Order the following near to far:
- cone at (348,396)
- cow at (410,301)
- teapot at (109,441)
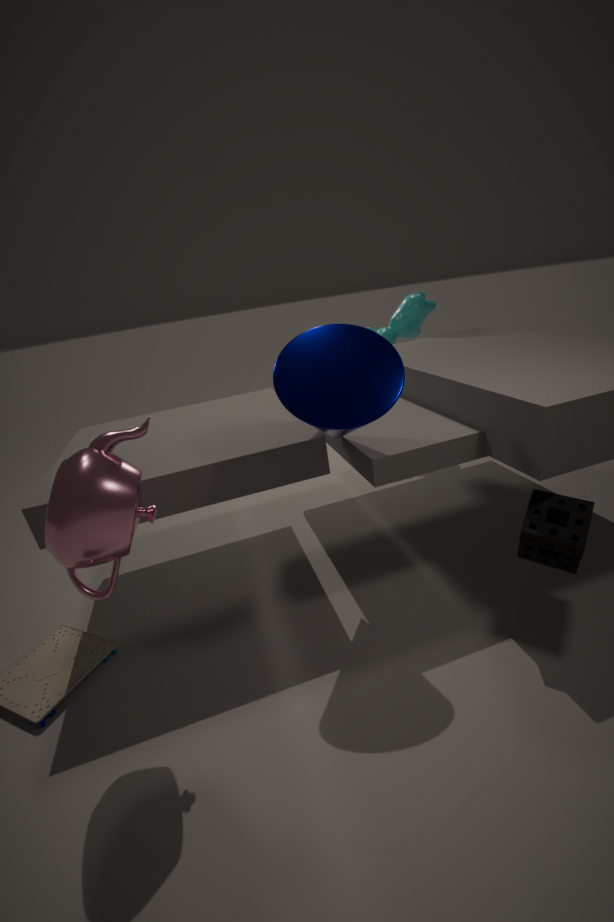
1. teapot at (109,441)
2. cone at (348,396)
3. cow at (410,301)
